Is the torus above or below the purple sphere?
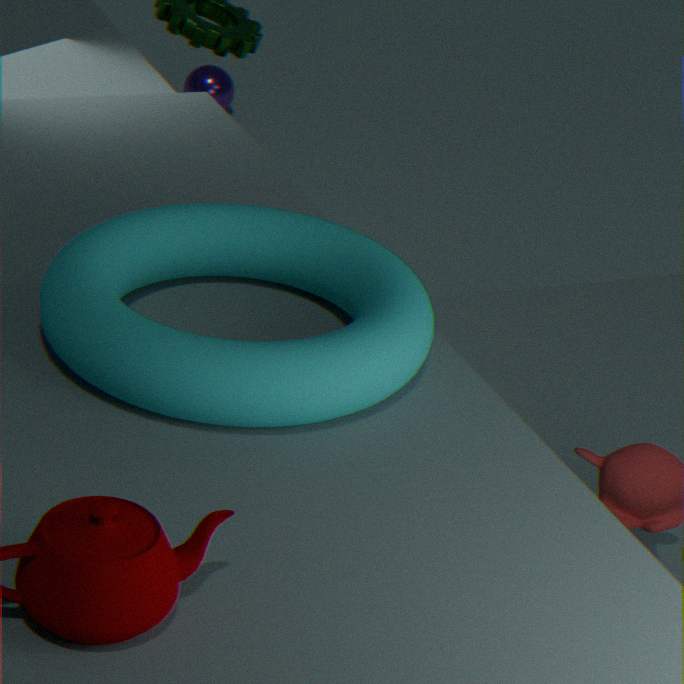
above
